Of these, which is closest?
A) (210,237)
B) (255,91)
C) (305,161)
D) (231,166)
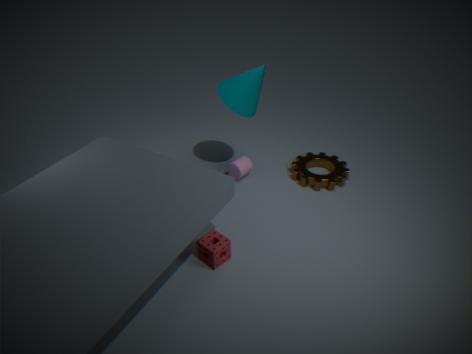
(210,237)
